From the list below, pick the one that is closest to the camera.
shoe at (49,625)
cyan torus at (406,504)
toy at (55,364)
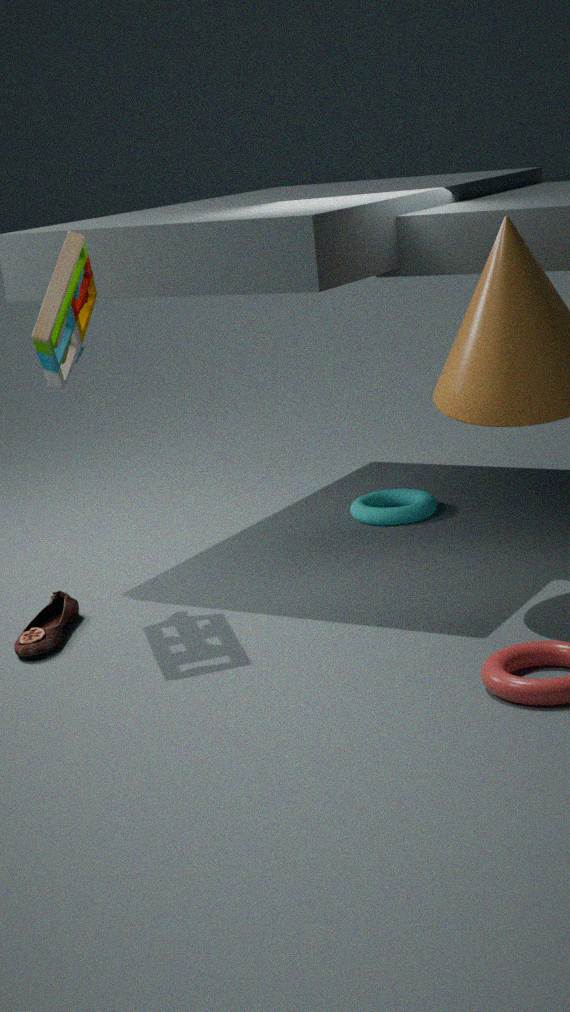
toy at (55,364)
